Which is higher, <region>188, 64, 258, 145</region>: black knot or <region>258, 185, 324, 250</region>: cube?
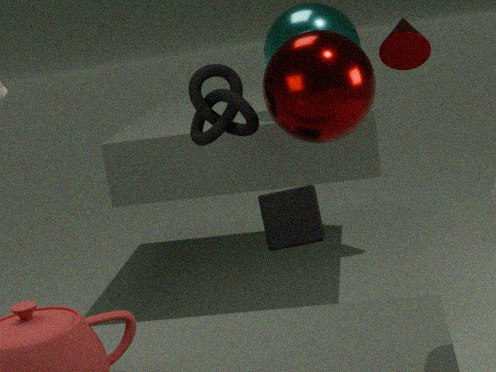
<region>188, 64, 258, 145</region>: black knot
